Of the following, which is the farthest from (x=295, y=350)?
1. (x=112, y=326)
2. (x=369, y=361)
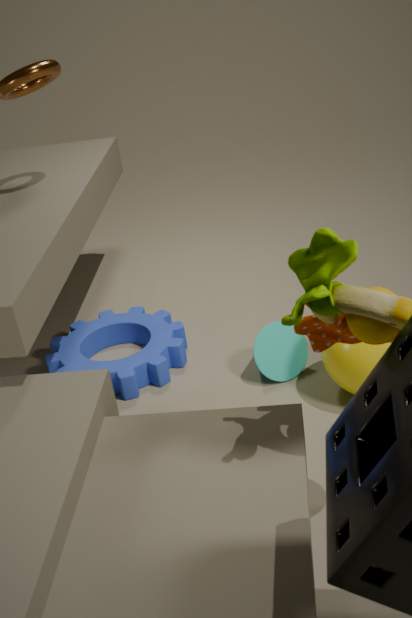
(x=112, y=326)
